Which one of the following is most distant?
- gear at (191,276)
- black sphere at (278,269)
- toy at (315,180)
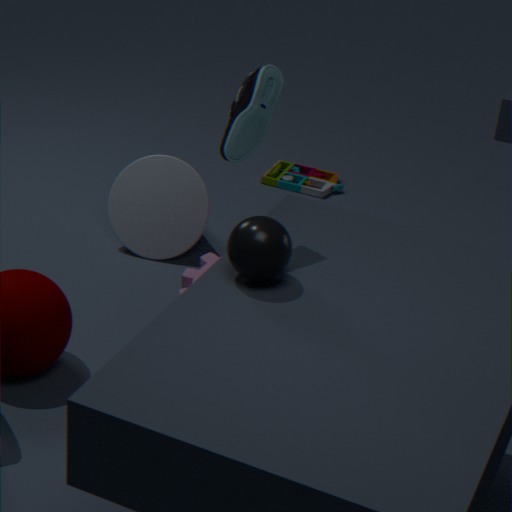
toy at (315,180)
